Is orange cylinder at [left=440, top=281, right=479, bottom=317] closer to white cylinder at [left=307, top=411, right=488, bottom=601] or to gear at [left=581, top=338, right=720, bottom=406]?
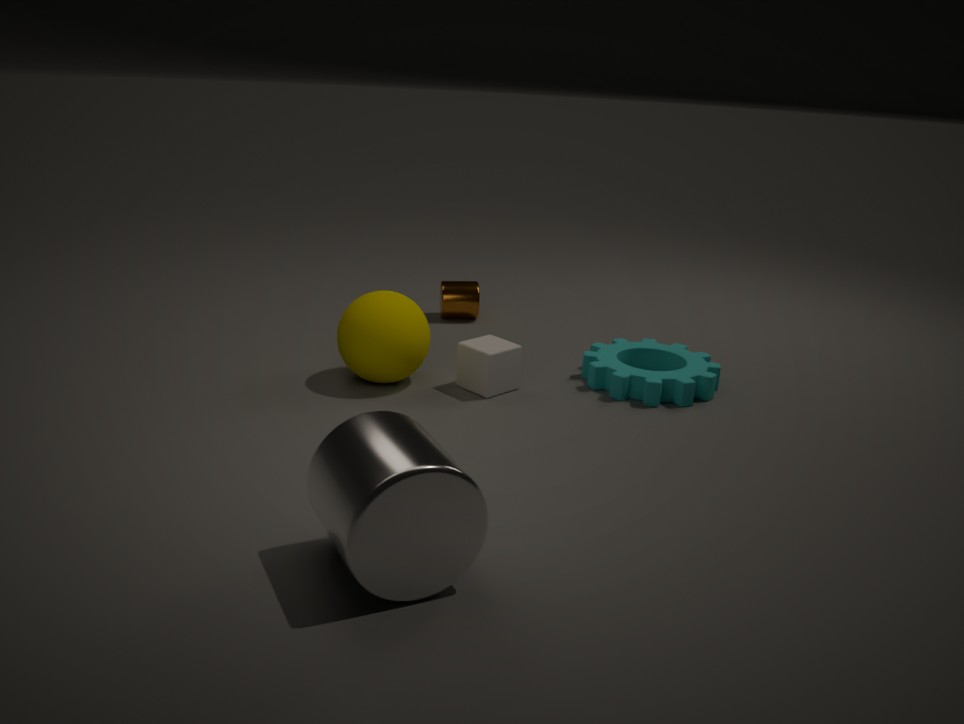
gear at [left=581, top=338, right=720, bottom=406]
